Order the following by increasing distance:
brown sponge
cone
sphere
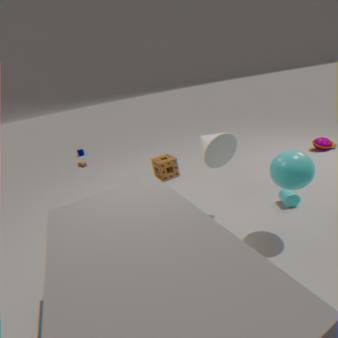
sphere < cone < brown sponge
